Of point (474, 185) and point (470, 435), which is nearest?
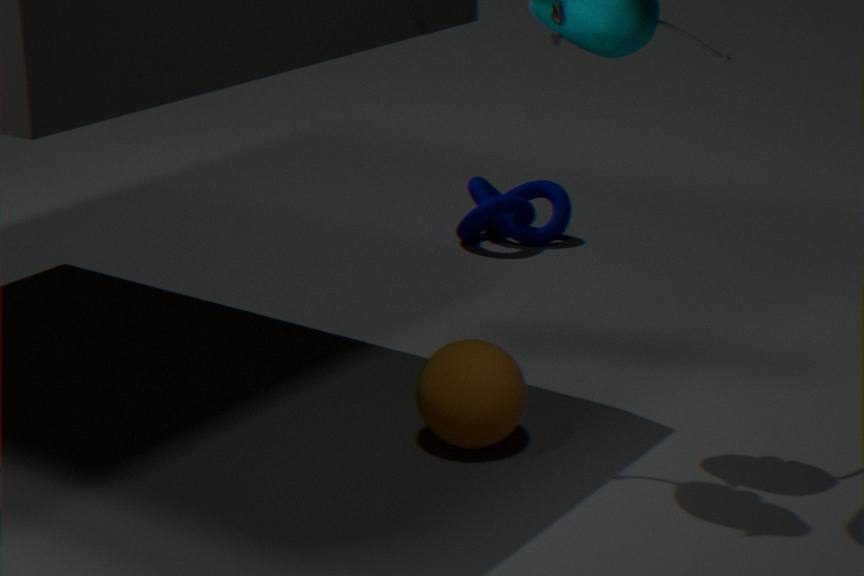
point (470, 435)
